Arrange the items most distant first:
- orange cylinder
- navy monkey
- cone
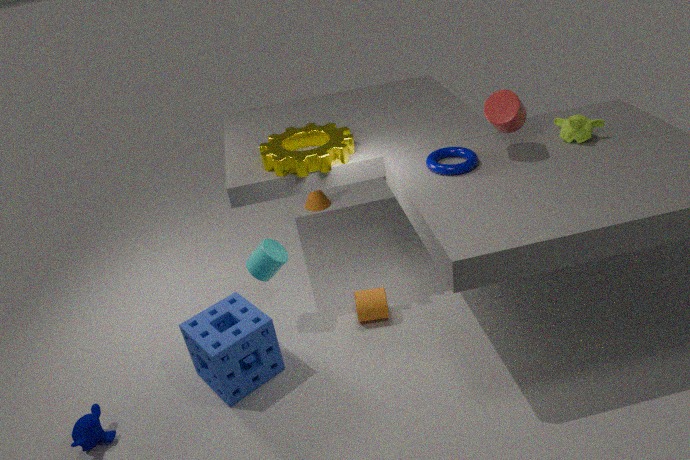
cone → orange cylinder → navy monkey
